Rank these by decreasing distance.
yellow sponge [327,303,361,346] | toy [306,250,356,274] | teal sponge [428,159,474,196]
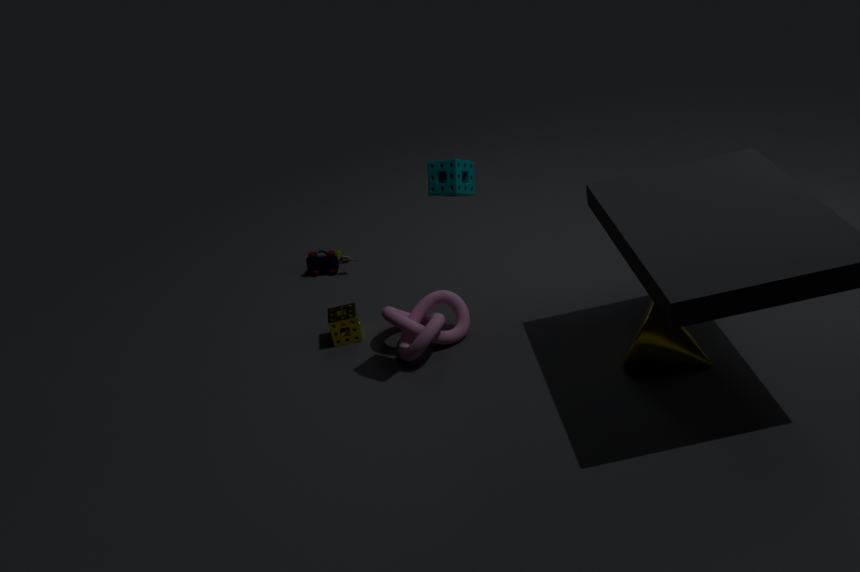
toy [306,250,356,274] → yellow sponge [327,303,361,346] → teal sponge [428,159,474,196]
